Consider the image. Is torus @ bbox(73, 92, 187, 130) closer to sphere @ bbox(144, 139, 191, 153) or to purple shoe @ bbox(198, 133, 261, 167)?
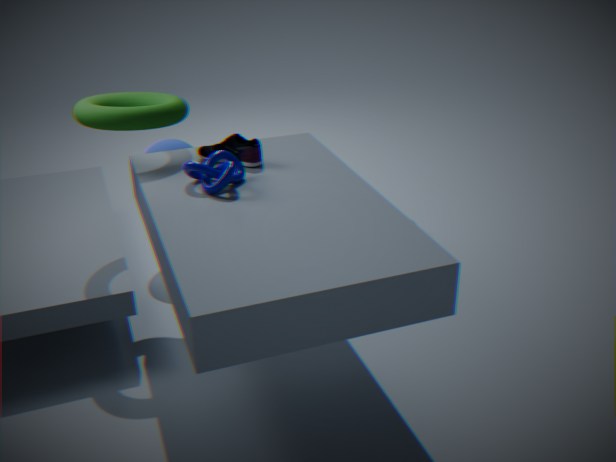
purple shoe @ bbox(198, 133, 261, 167)
